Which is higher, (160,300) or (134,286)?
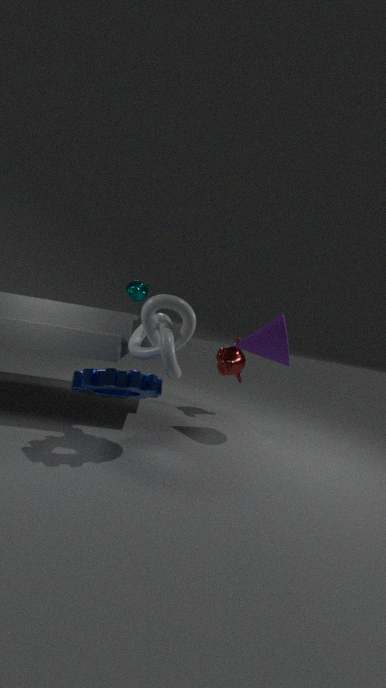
(134,286)
